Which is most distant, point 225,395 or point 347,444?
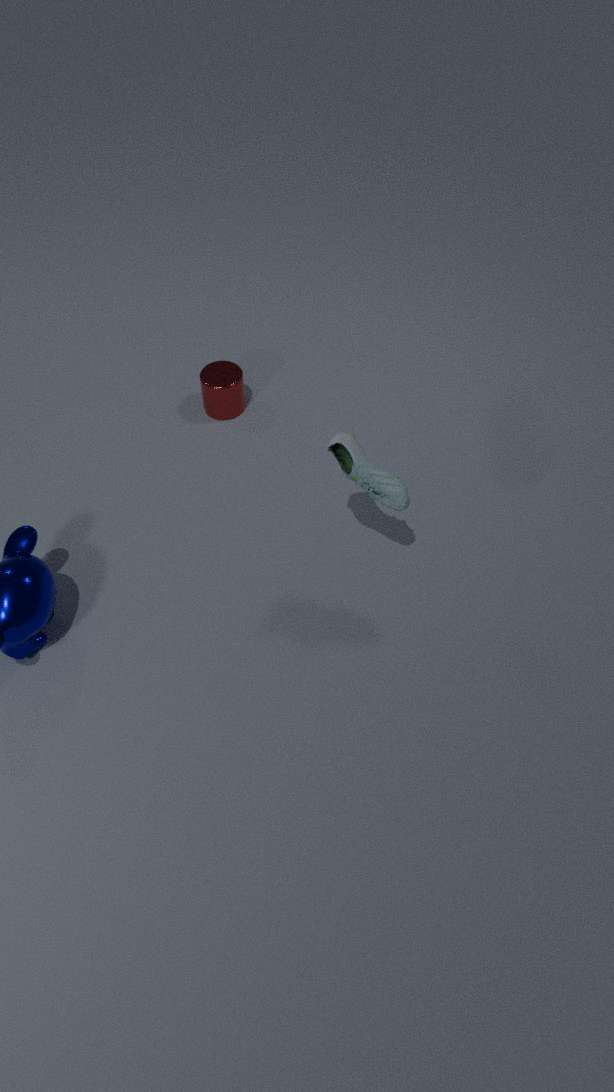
point 225,395
